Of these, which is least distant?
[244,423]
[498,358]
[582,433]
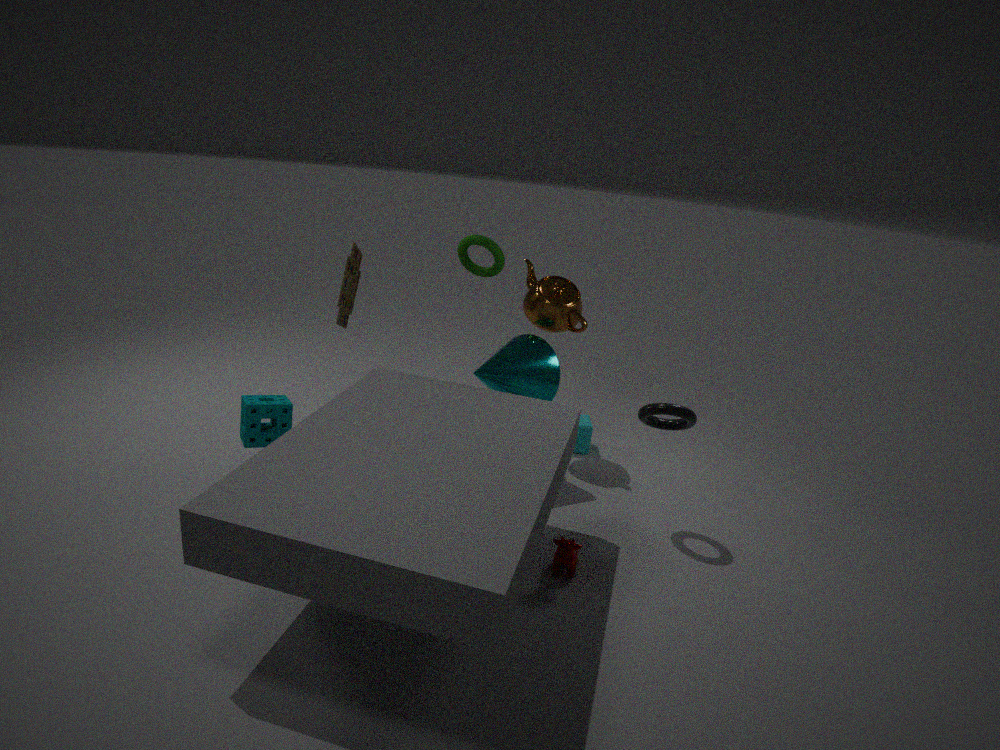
[244,423]
